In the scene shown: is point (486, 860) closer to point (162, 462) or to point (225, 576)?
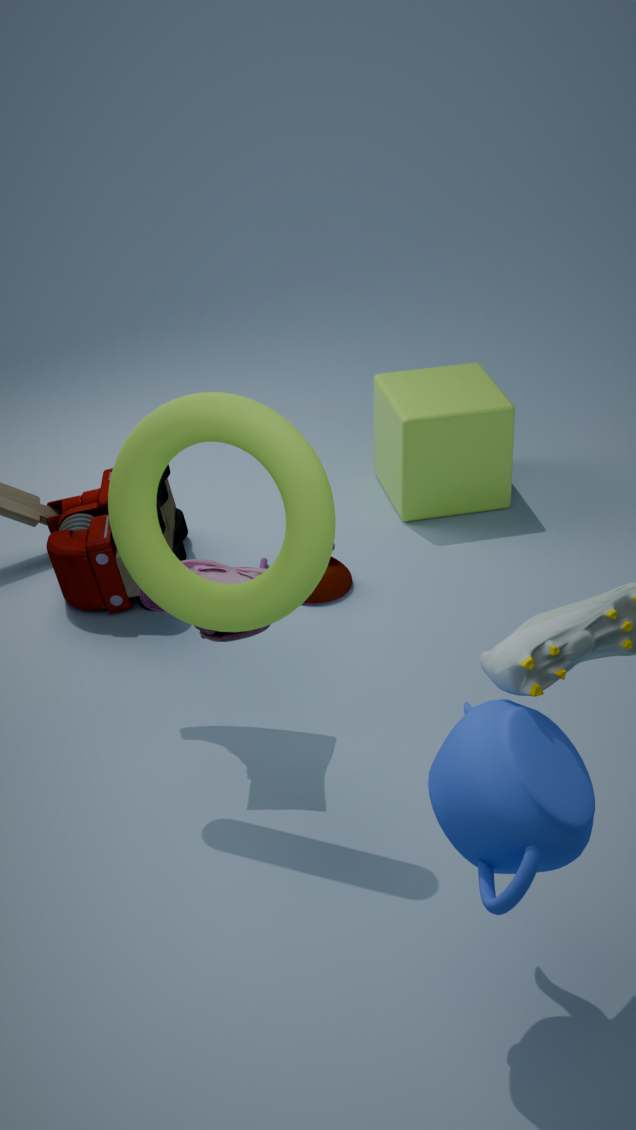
point (162, 462)
